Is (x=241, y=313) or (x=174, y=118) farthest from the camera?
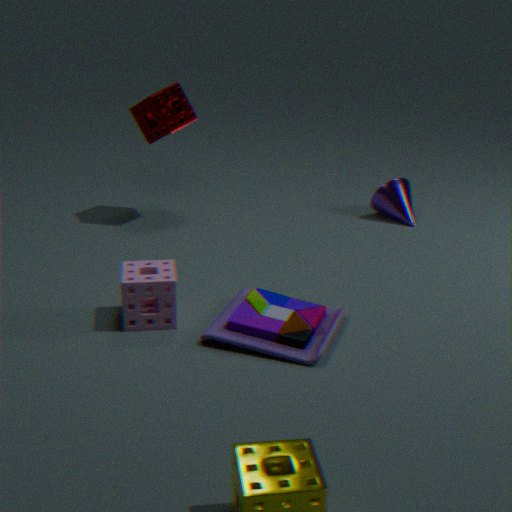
(x=174, y=118)
